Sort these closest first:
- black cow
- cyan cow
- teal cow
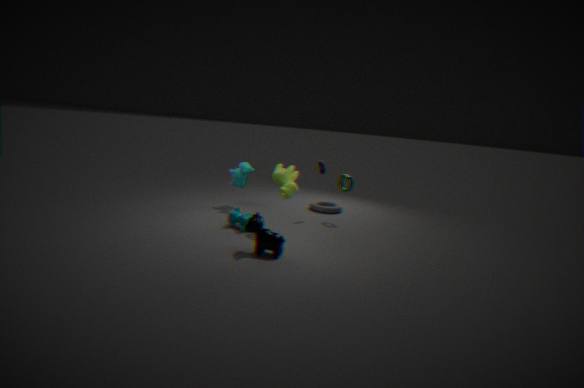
black cow < teal cow < cyan cow
